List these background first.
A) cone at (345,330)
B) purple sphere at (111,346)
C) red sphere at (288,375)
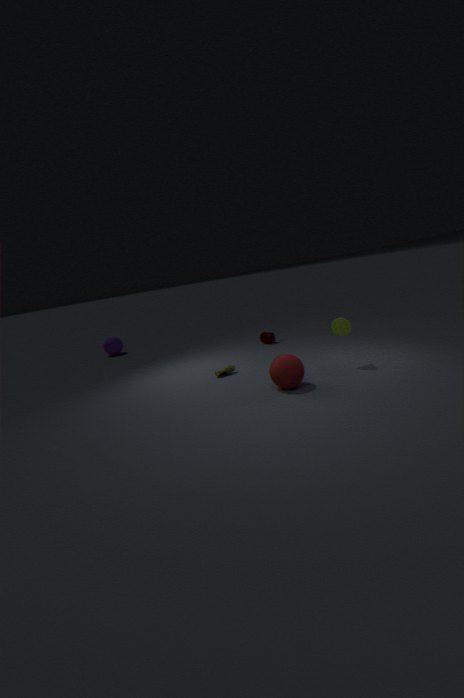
1. purple sphere at (111,346)
2. cone at (345,330)
3. red sphere at (288,375)
